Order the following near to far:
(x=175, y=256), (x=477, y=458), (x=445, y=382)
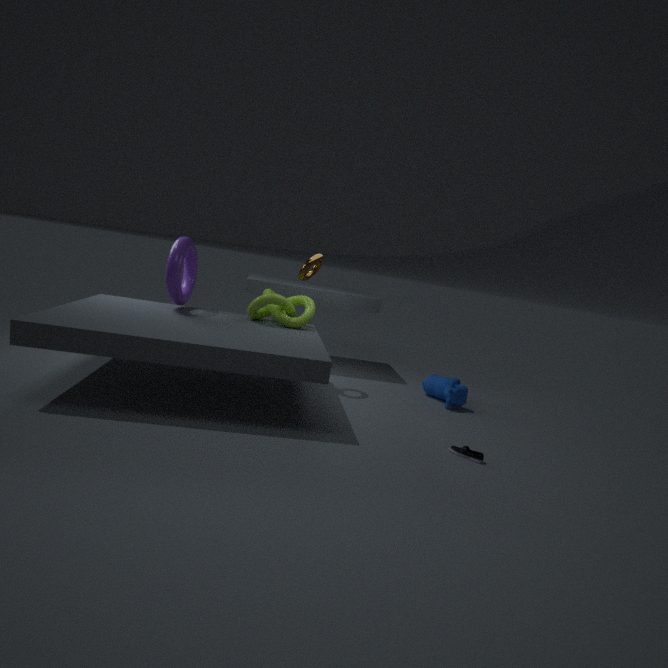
(x=477, y=458), (x=175, y=256), (x=445, y=382)
